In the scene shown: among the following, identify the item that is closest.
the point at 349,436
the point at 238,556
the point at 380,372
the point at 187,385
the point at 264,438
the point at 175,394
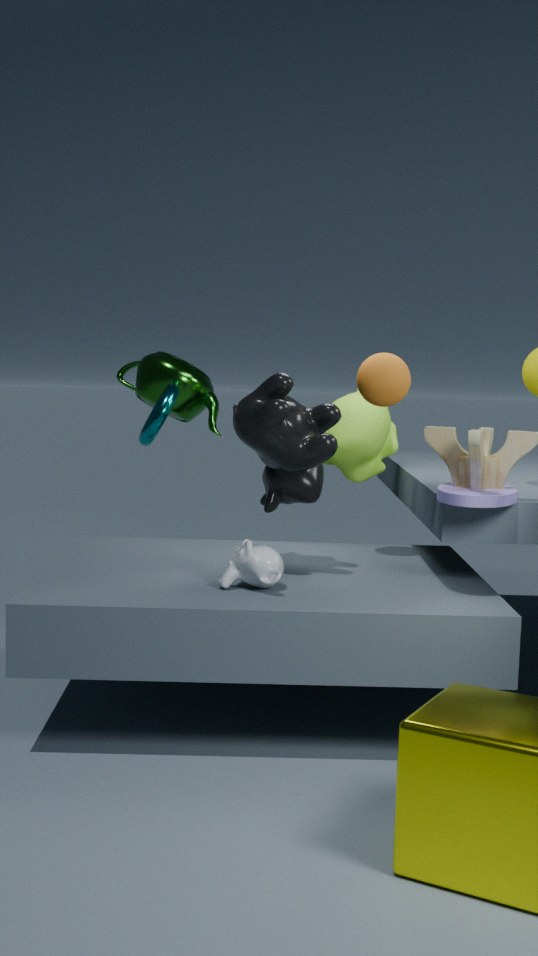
the point at 238,556
